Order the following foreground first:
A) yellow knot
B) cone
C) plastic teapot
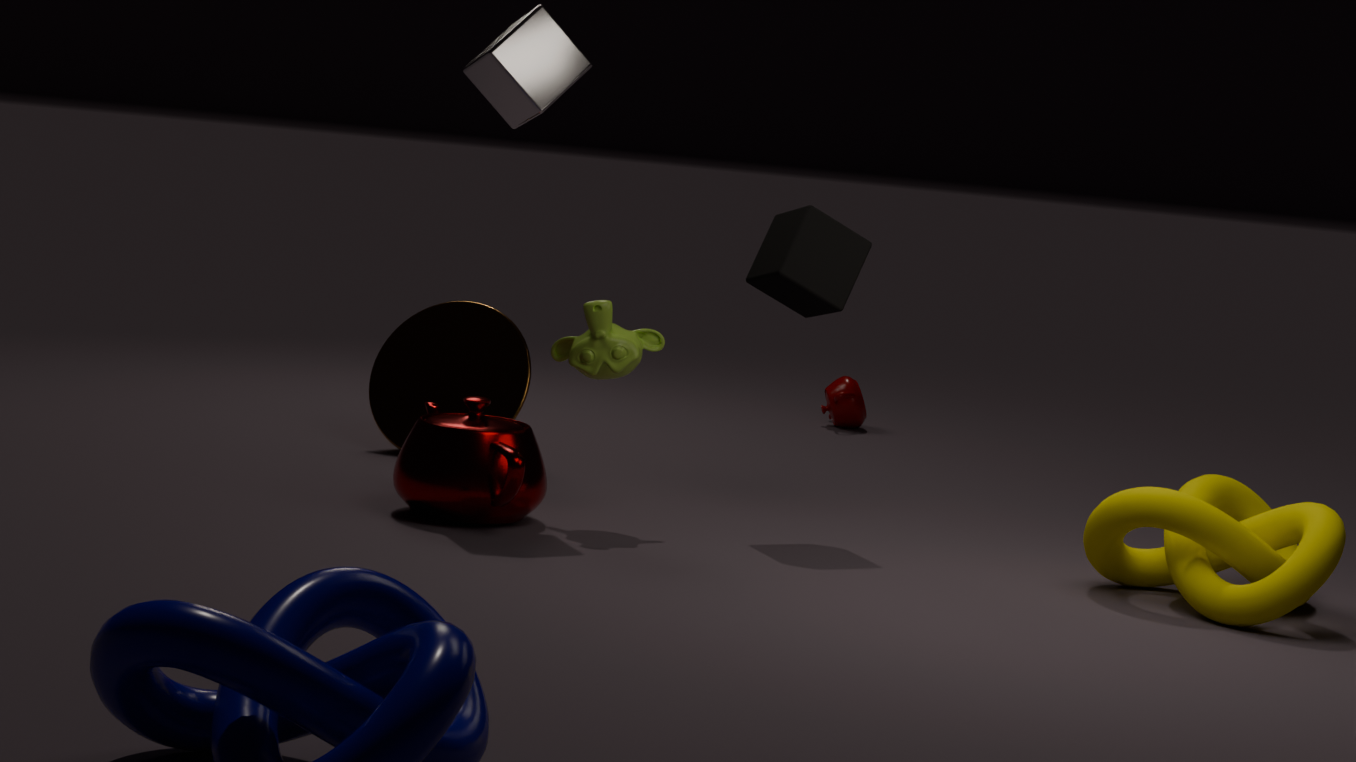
yellow knot, cone, plastic teapot
